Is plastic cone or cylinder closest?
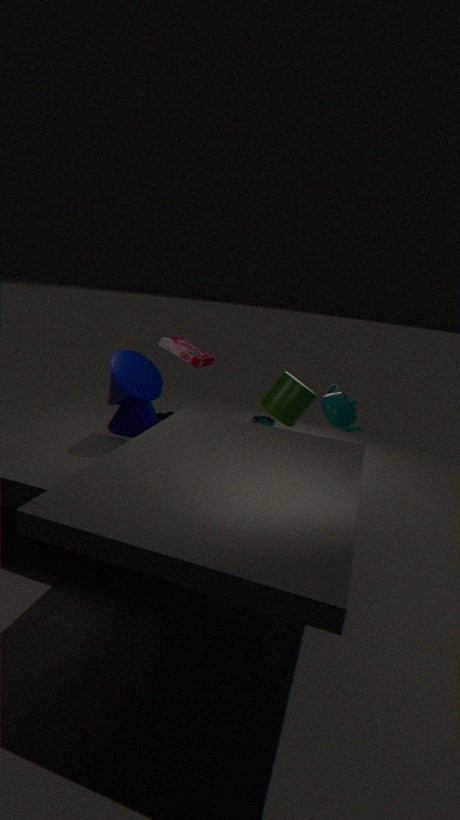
plastic cone
